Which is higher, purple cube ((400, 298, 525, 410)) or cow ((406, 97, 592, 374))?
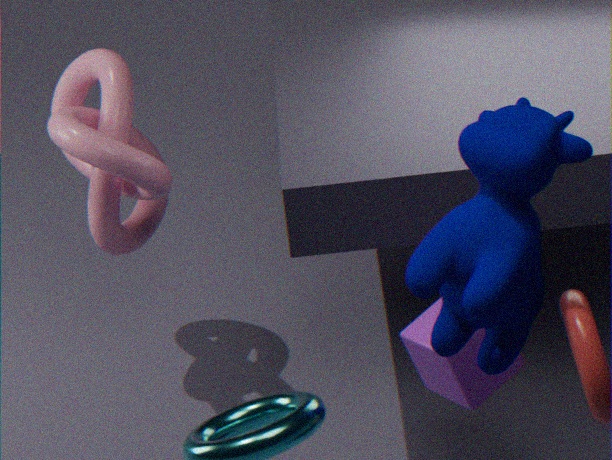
cow ((406, 97, 592, 374))
